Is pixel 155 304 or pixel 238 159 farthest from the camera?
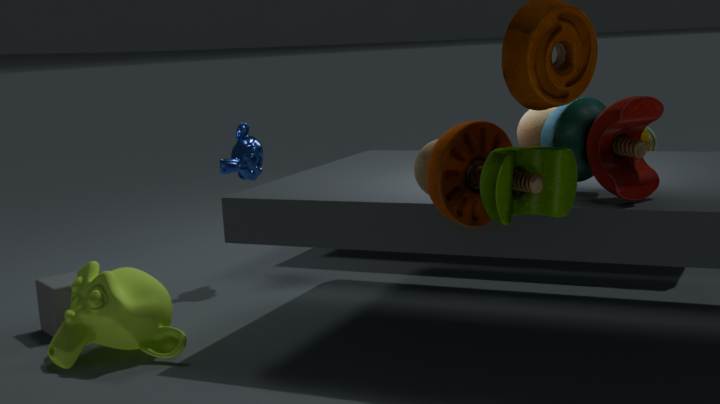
pixel 238 159
